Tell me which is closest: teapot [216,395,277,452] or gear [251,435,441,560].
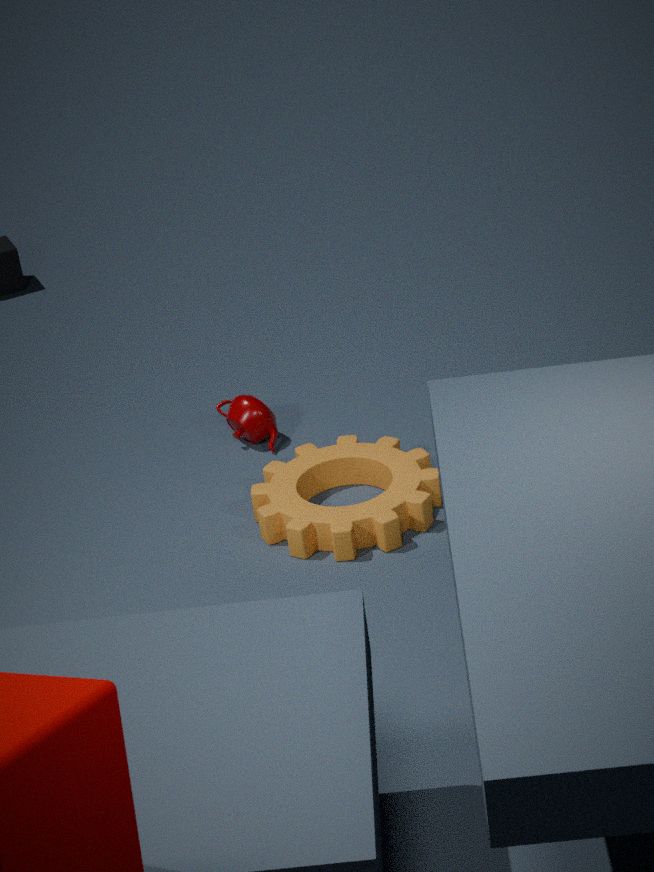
gear [251,435,441,560]
